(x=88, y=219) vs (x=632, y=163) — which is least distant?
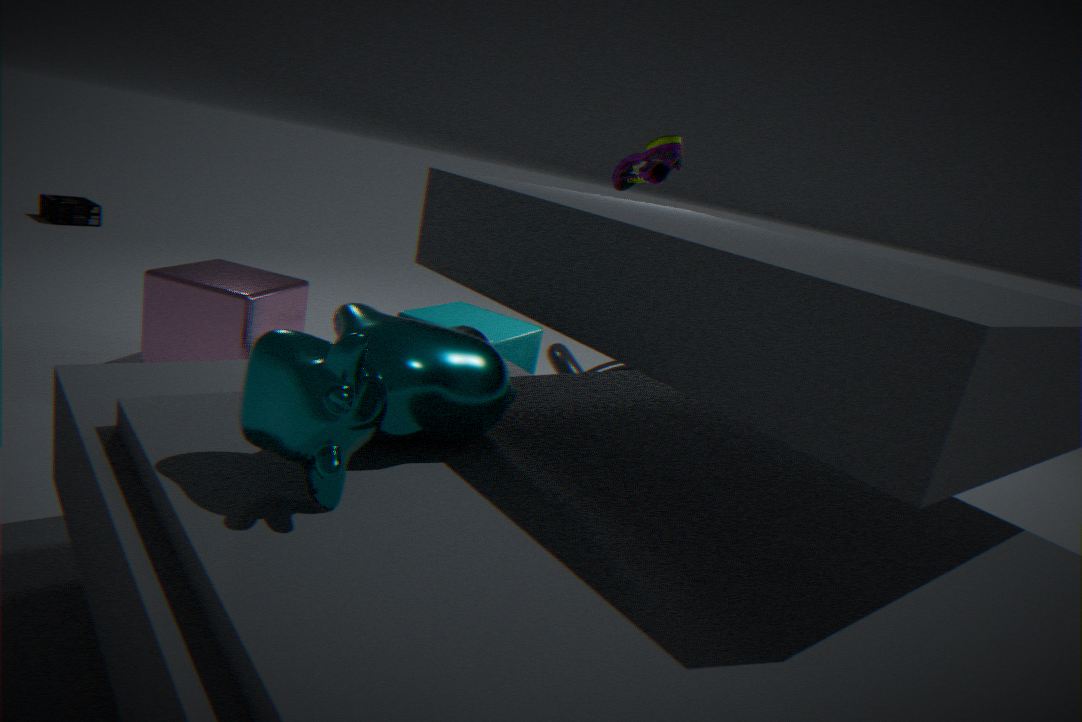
(x=632, y=163)
